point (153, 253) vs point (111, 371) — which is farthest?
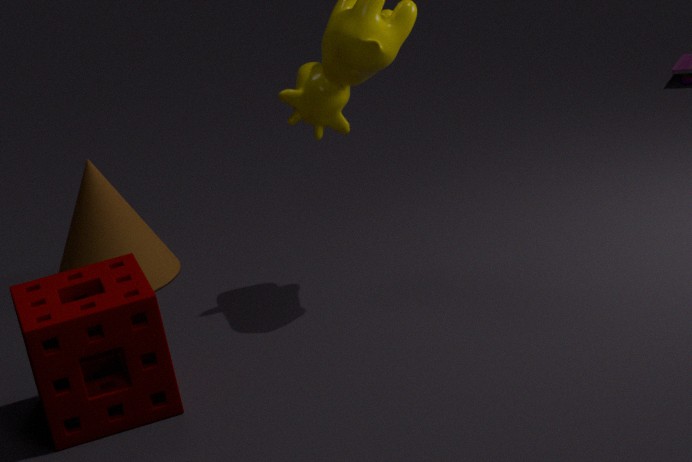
point (153, 253)
